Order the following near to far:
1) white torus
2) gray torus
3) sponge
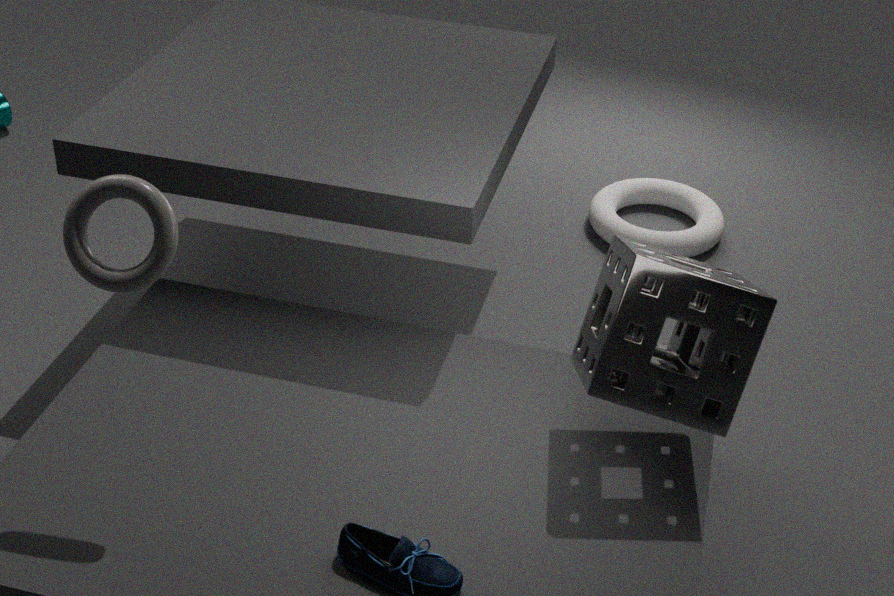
1. 2. gray torus
2. 3. sponge
3. 1. white torus
